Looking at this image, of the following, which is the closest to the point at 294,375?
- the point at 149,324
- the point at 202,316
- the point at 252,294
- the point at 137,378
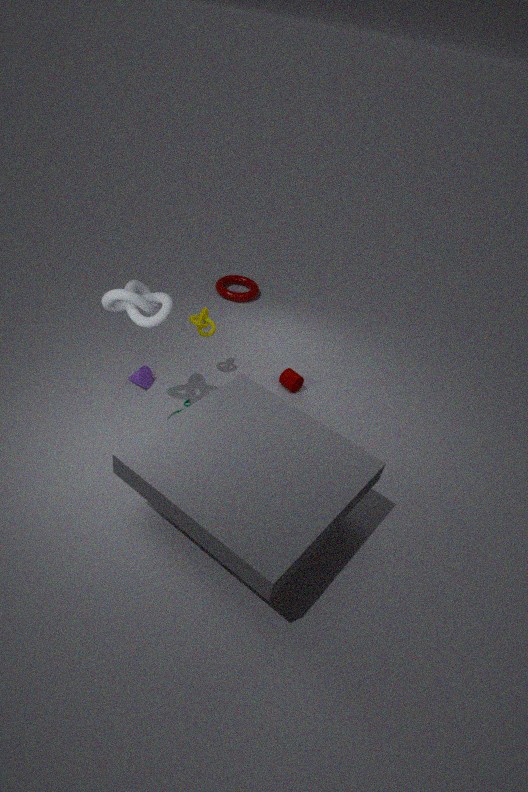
the point at 202,316
